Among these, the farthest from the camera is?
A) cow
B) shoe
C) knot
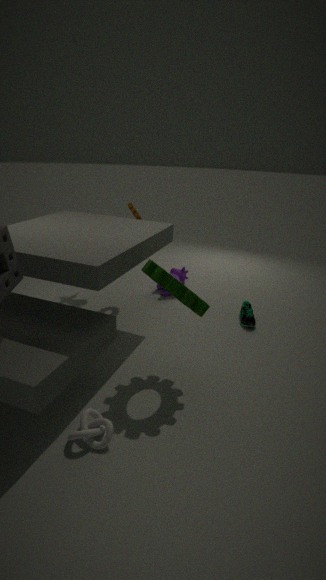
cow
